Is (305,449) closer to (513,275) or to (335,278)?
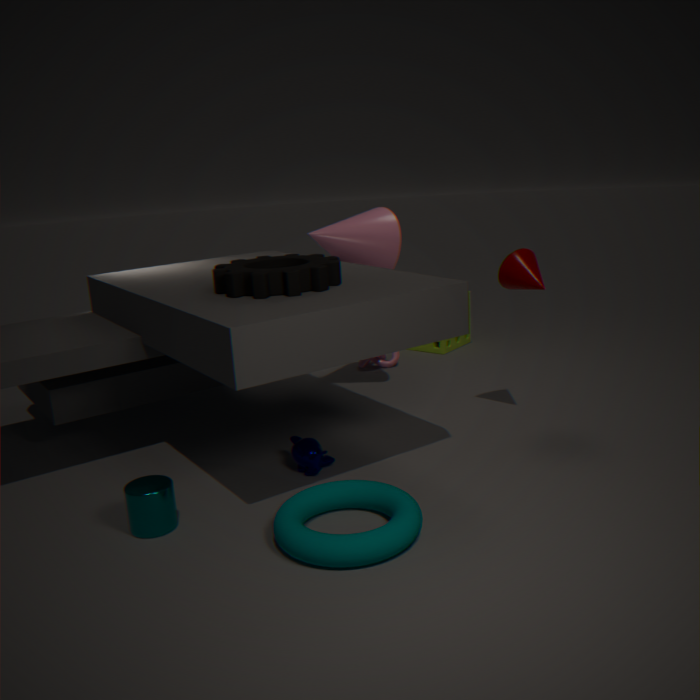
(335,278)
